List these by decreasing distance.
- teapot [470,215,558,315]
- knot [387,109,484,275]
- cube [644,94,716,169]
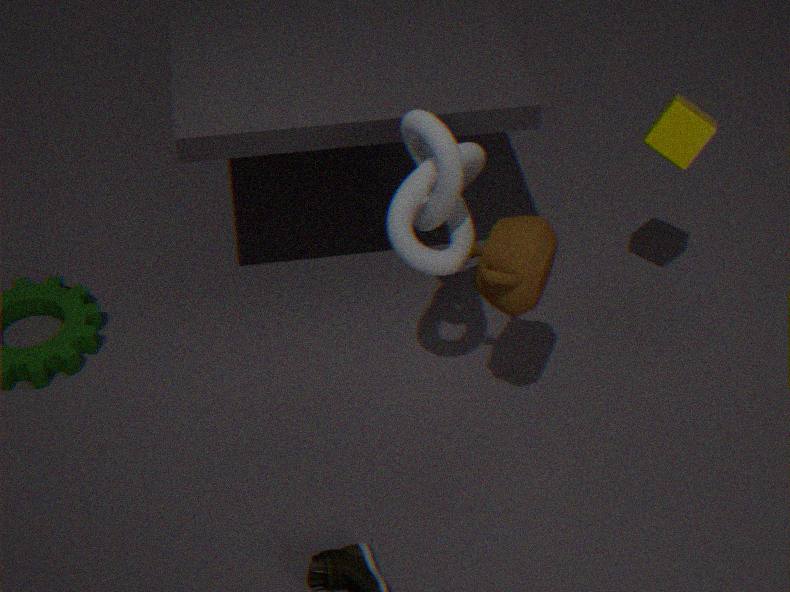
cube [644,94,716,169] < knot [387,109,484,275] < teapot [470,215,558,315]
